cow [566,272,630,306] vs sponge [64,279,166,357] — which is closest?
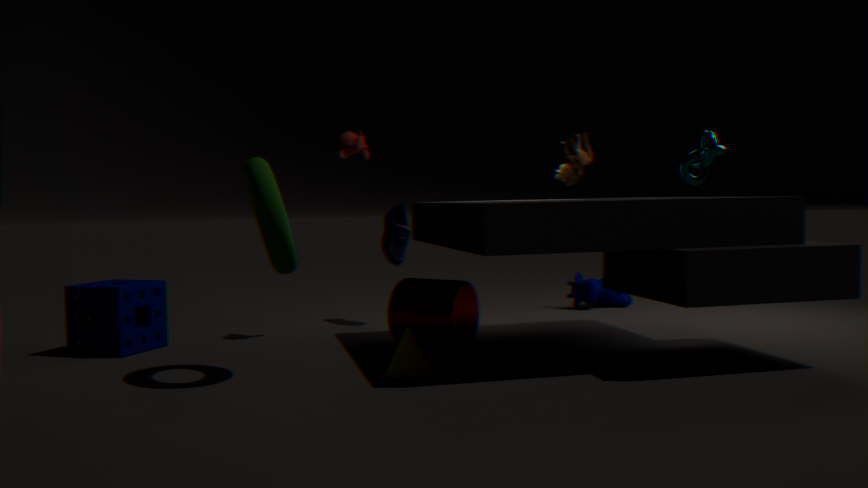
sponge [64,279,166,357]
